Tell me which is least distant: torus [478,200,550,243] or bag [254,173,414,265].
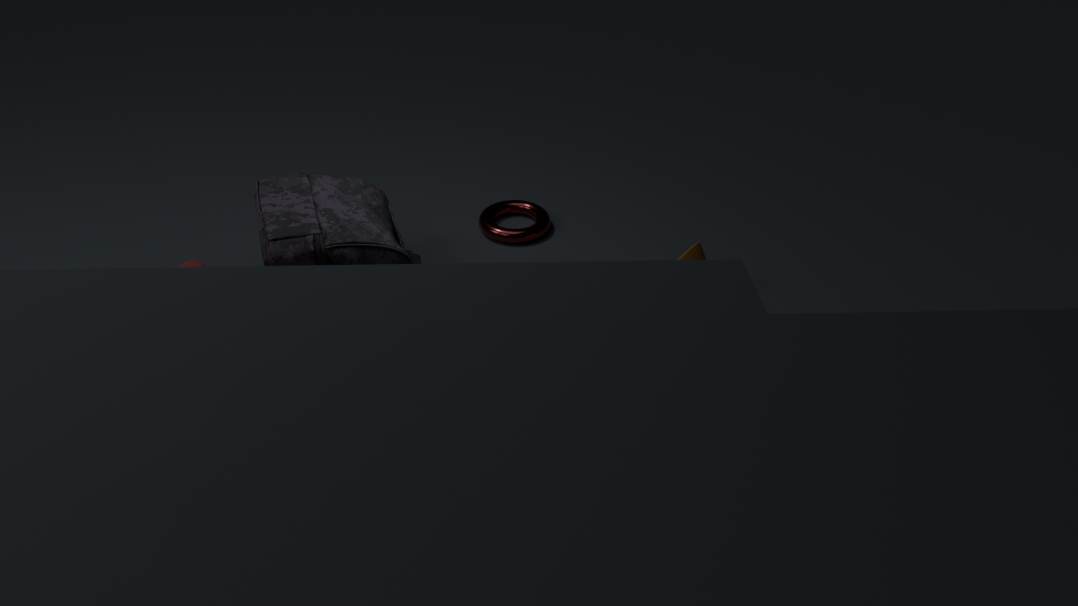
bag [254,173,414,265]
